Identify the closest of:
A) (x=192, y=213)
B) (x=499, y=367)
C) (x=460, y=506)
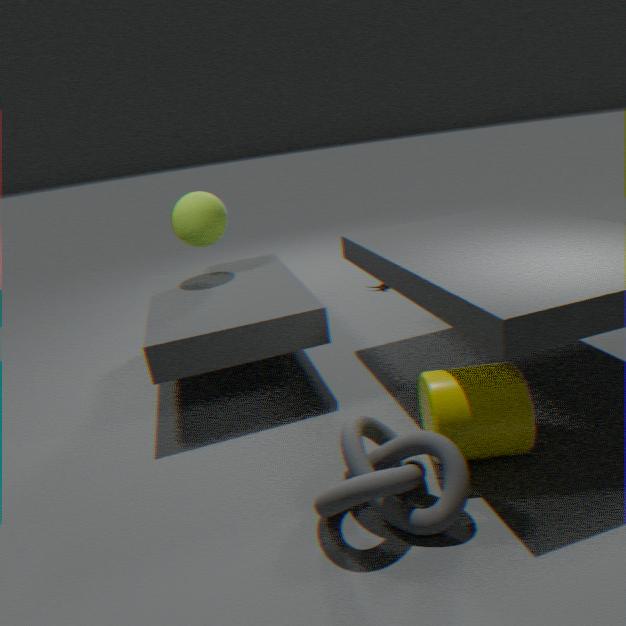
(x=460, y=506)
